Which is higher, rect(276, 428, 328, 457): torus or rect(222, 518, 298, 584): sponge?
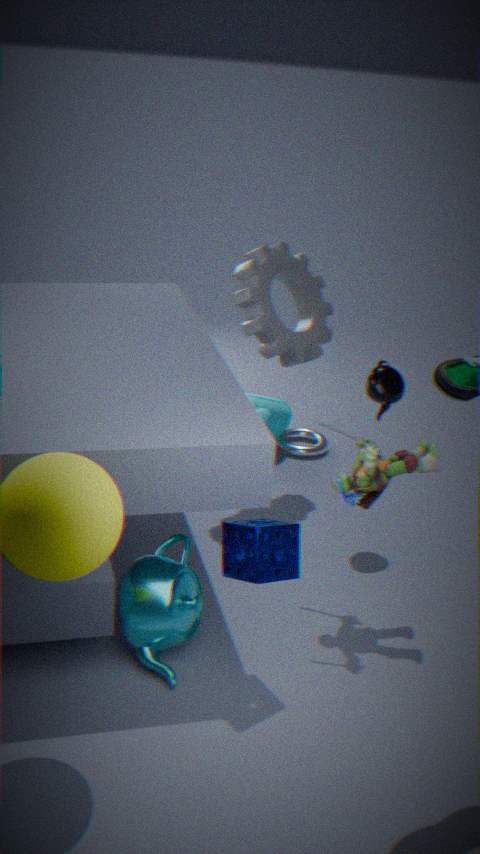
rect(222, 518, 298, 584): sponge
